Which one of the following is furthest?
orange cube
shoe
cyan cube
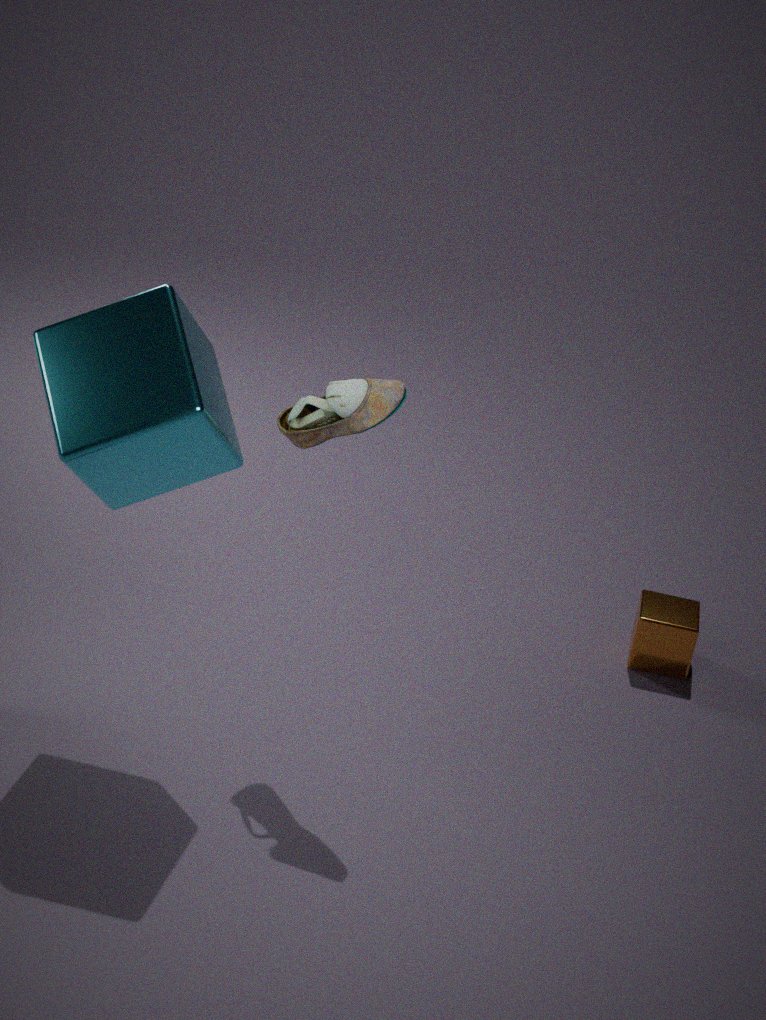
orange cube
